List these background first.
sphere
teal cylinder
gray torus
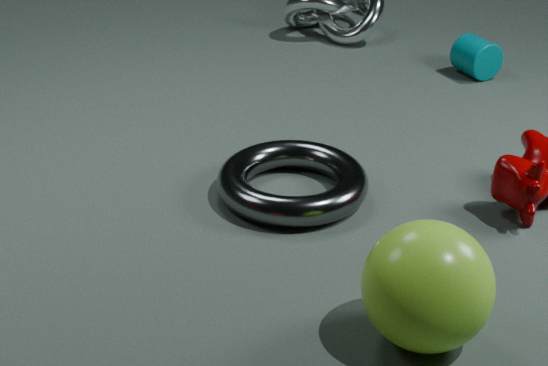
teal cylinder < gray torus < sphere
